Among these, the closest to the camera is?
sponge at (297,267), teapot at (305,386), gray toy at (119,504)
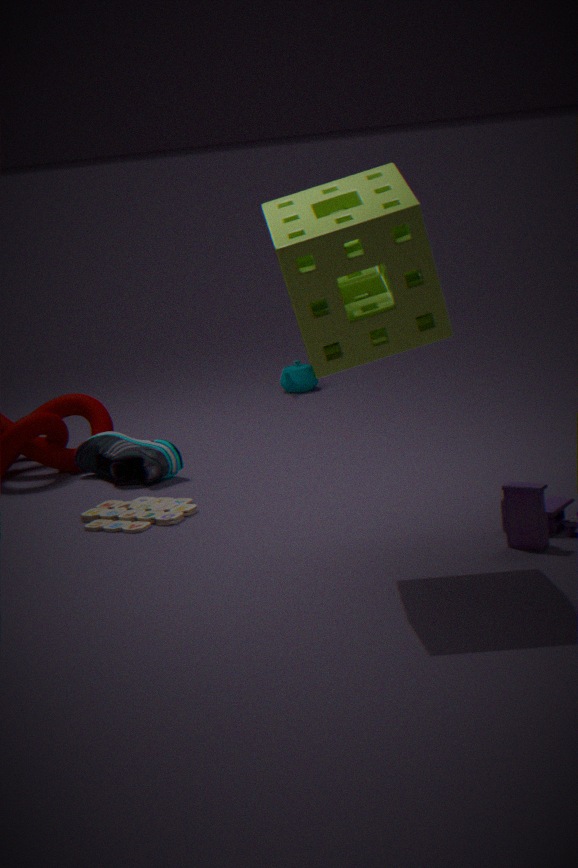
sponge at (297,267)
